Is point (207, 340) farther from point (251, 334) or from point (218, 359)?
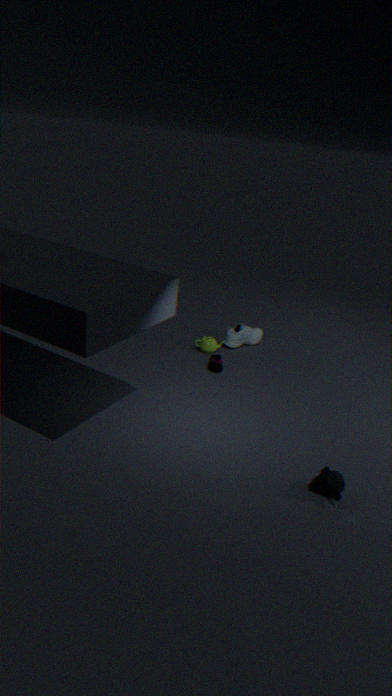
point (251, 334)
